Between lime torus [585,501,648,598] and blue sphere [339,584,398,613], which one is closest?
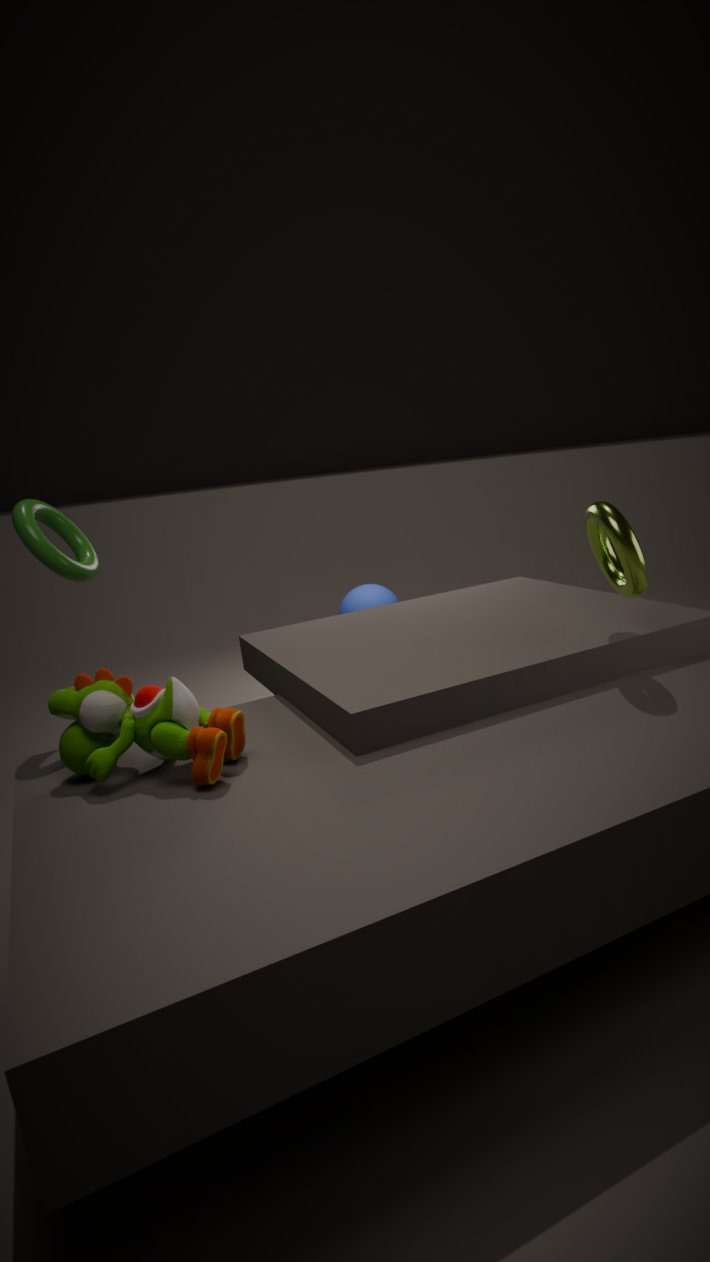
lime torus [585,501,648,598]
